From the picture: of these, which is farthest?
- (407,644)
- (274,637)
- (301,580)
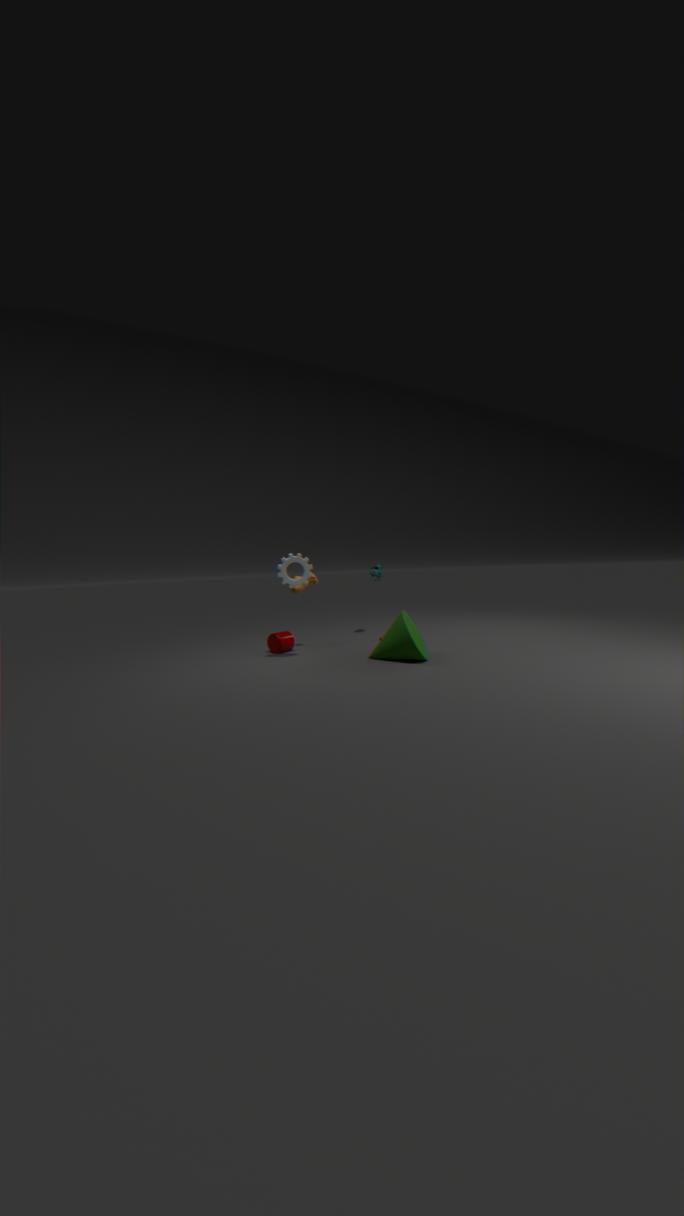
(274,637)
